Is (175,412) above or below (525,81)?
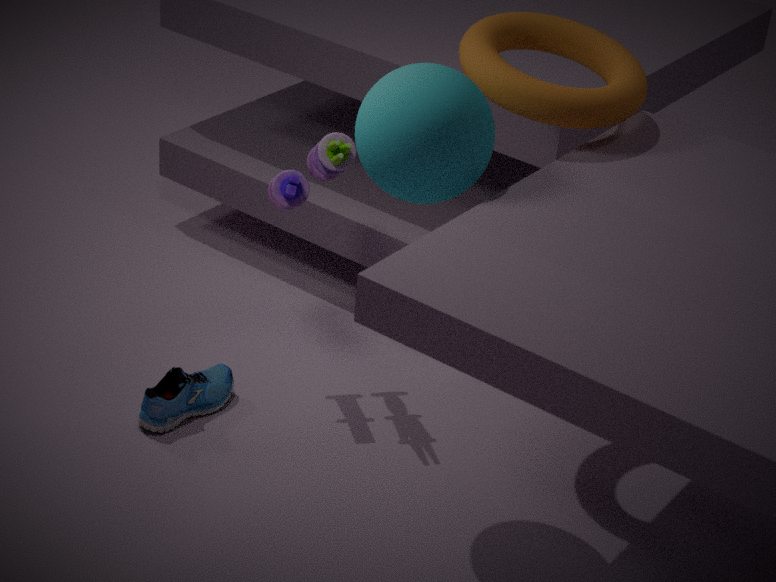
below
